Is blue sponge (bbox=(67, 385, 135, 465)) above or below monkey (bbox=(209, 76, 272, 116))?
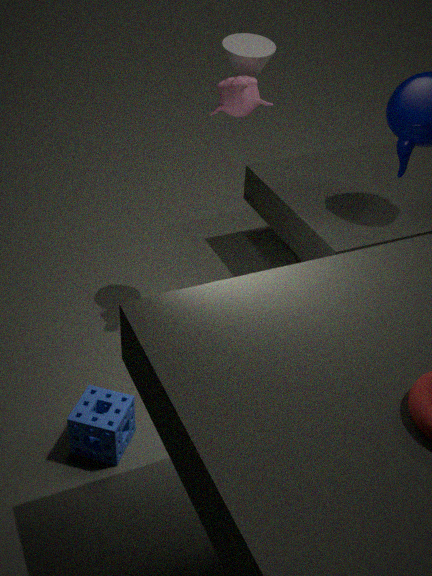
below
